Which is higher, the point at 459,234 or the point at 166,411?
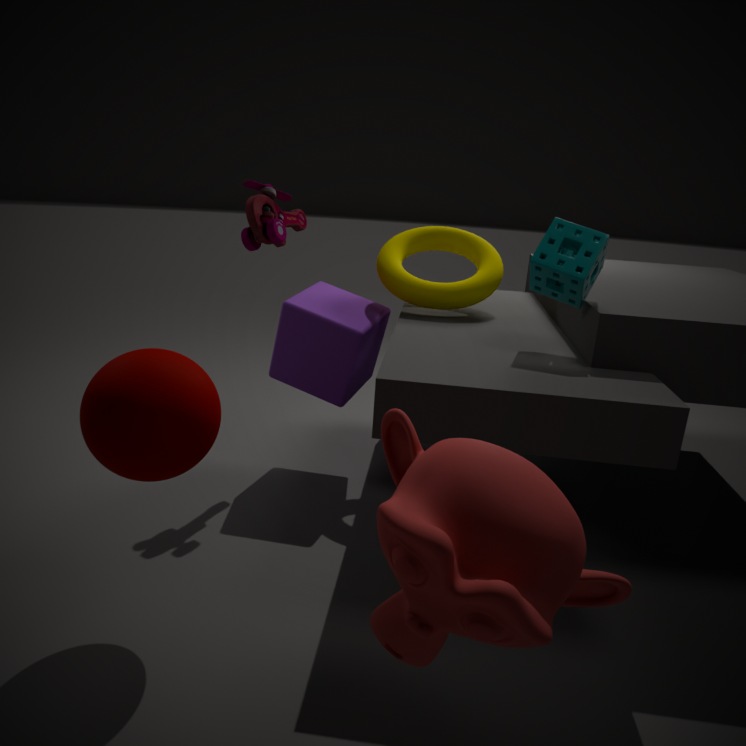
the point at 459,234
